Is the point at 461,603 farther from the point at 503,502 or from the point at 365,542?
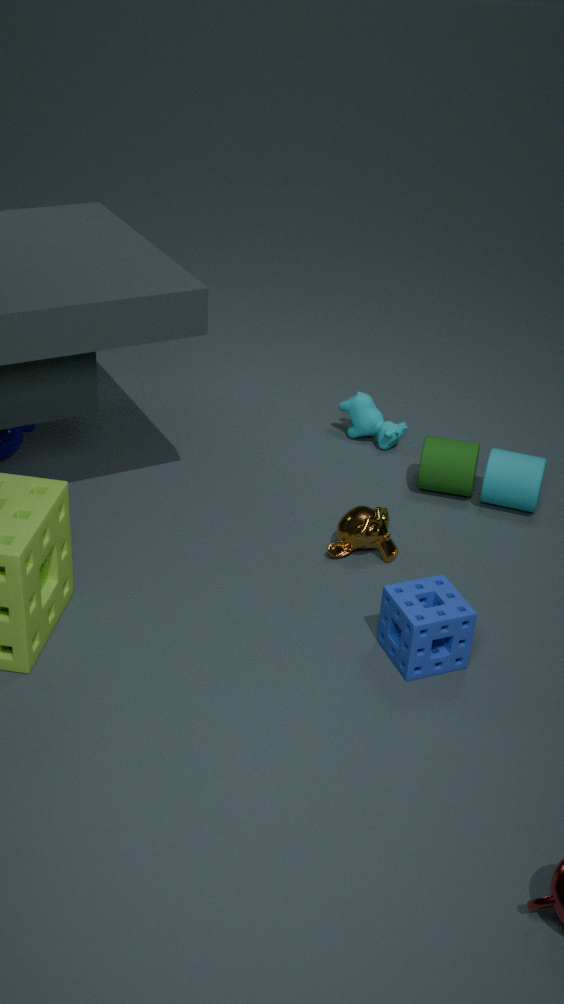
the point at 503,502
